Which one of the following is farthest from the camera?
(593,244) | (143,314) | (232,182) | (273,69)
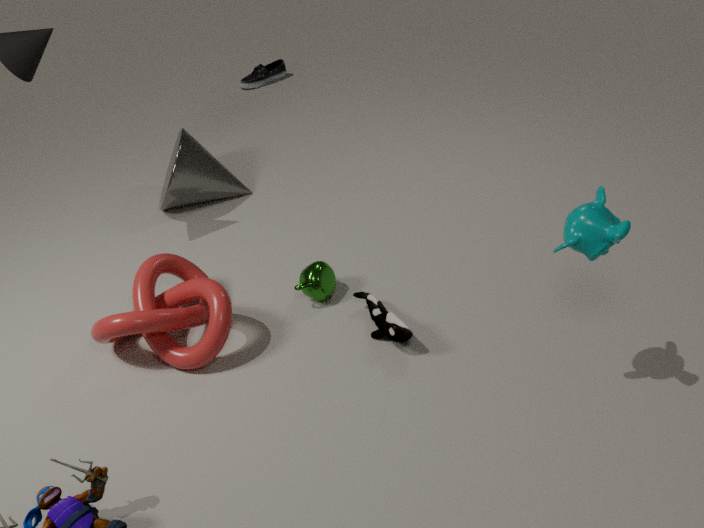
(273,69)
